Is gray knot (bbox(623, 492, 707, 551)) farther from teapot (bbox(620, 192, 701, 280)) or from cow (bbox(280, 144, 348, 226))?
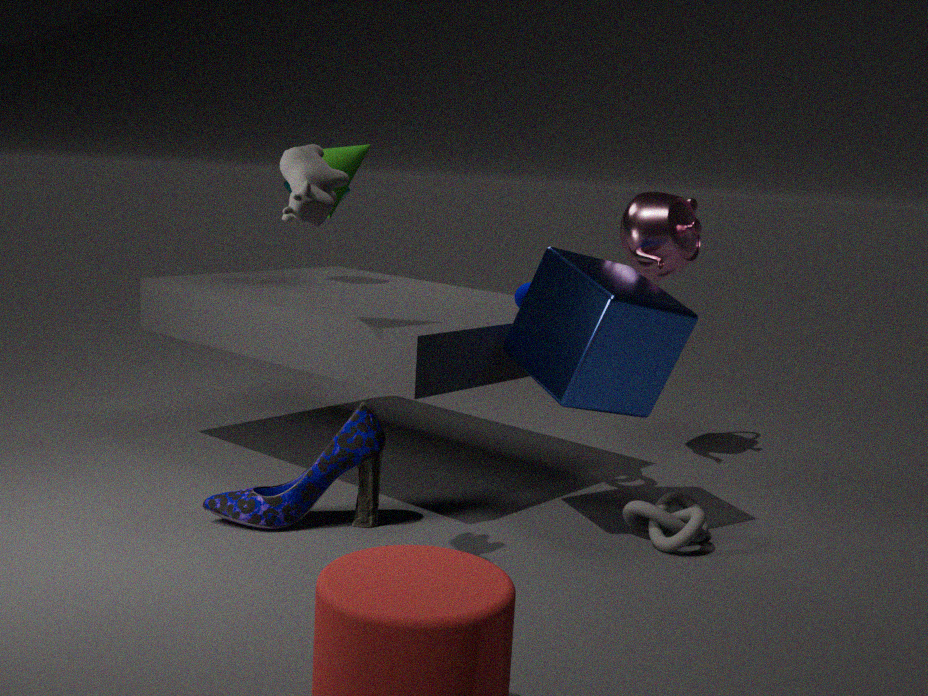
cow (bbox(280, 144, 348, 226))
